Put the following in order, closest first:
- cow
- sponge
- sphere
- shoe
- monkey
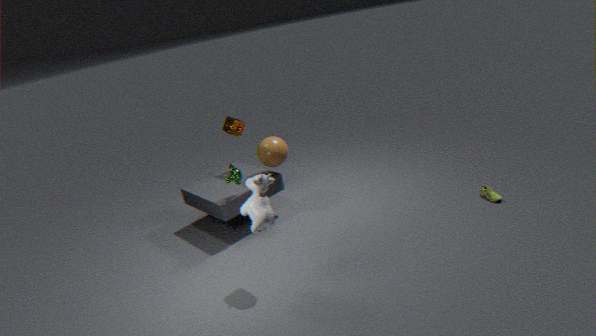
cow → shoe → monkey → sphere → sponge
